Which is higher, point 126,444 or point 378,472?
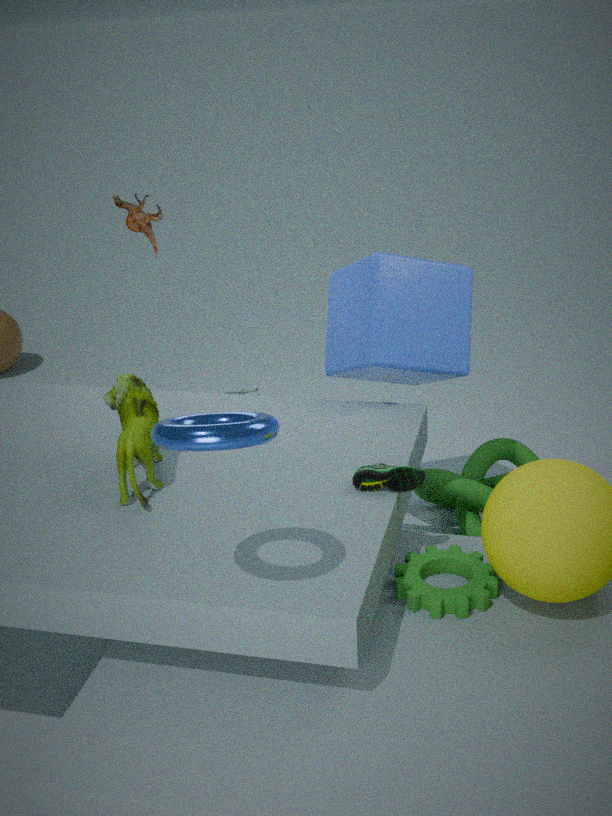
point 126,444
